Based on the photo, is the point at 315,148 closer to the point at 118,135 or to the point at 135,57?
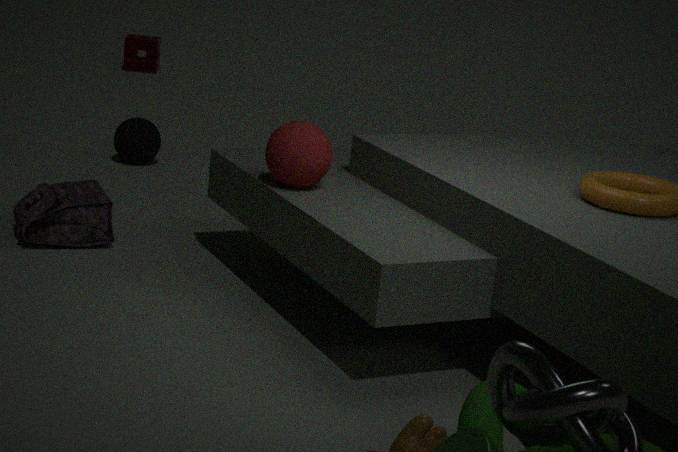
the point at 118,135
